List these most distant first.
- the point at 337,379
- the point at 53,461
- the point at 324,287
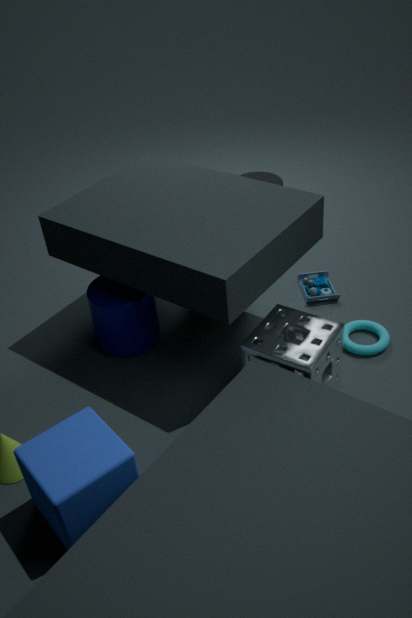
the point at 324,287 → the point at 337,379 → the point at 53,461
